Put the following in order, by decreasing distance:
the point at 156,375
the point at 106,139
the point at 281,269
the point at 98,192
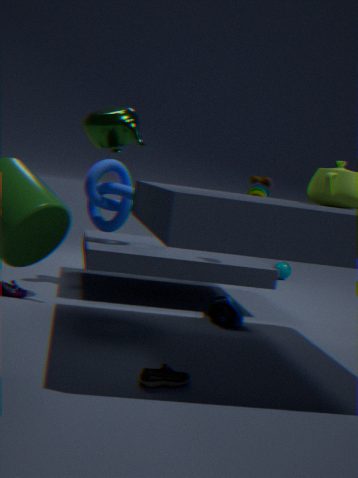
the point at 281,269 → the point at 98,192 → the point at 106,139 → the point at 156,375
